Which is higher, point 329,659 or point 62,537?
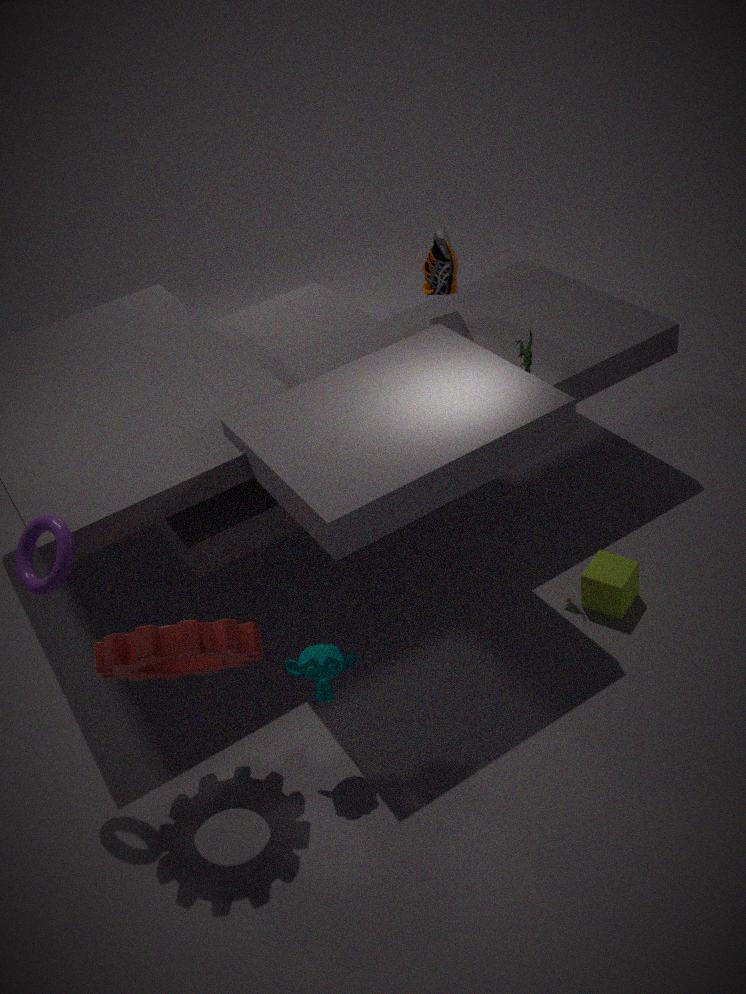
point 62,537
